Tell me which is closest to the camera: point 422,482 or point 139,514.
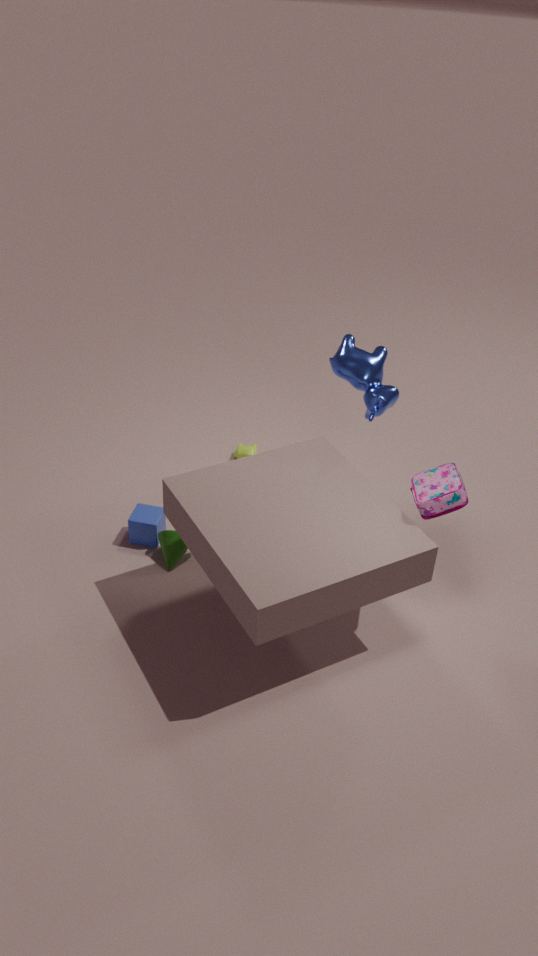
point 422,482
